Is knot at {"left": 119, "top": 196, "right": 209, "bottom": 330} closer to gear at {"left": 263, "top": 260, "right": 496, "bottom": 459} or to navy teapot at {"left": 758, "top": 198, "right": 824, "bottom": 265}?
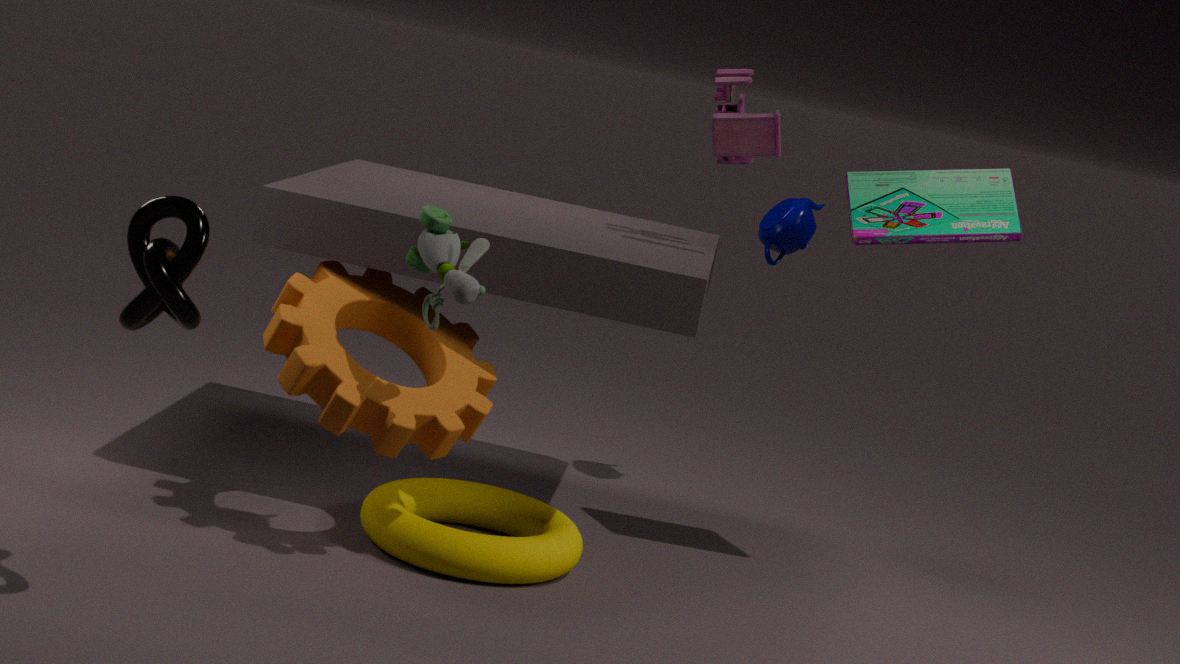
gear at {"left": 263, "top": 260, "right": 496, "bottom": 459}
